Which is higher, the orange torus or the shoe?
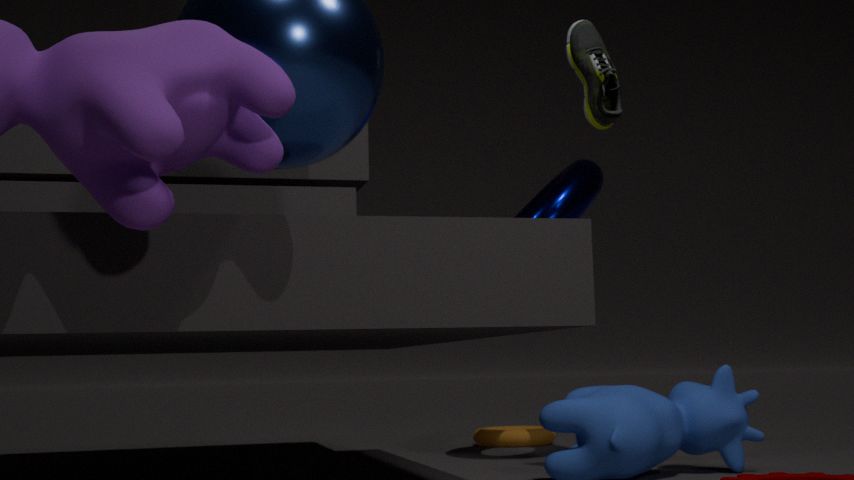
the shoe
